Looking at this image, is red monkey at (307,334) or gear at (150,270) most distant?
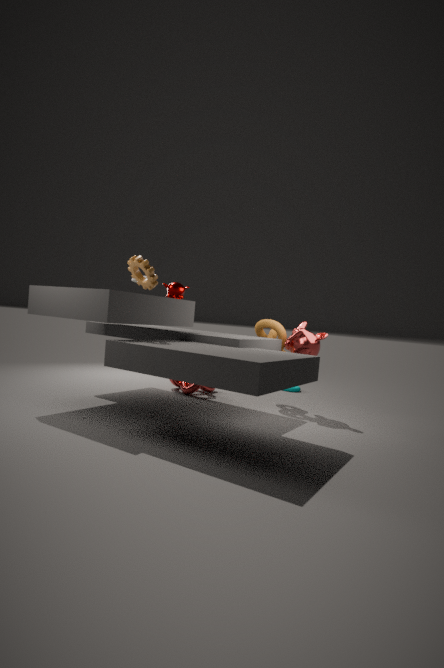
red monkey at (307,334)
